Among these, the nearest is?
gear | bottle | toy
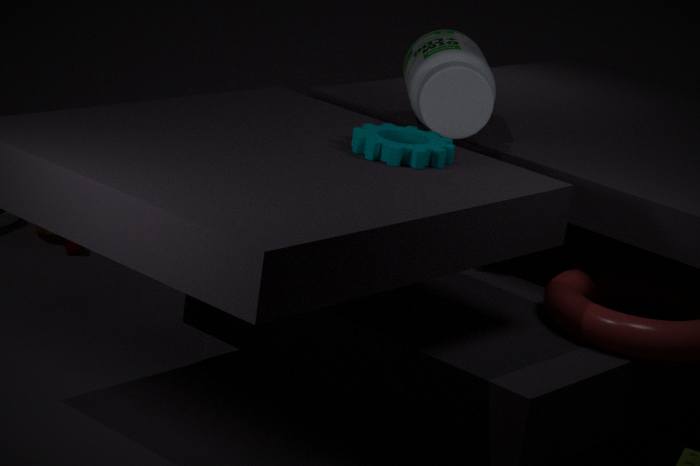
gear
